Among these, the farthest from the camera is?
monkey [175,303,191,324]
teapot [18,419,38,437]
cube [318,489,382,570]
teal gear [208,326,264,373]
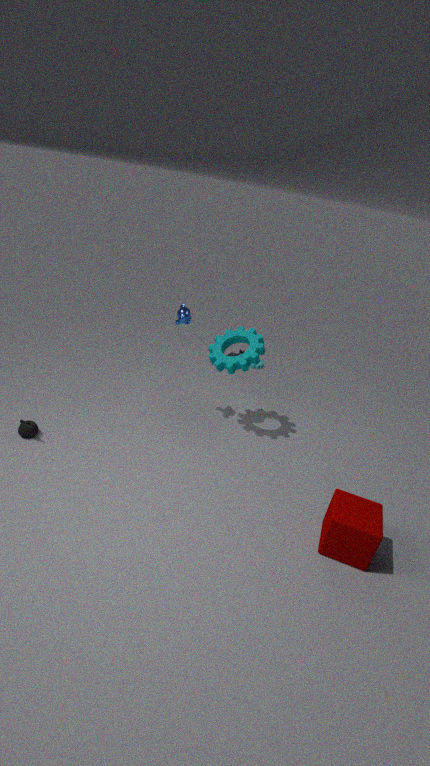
monkey [175,303,191,324]
